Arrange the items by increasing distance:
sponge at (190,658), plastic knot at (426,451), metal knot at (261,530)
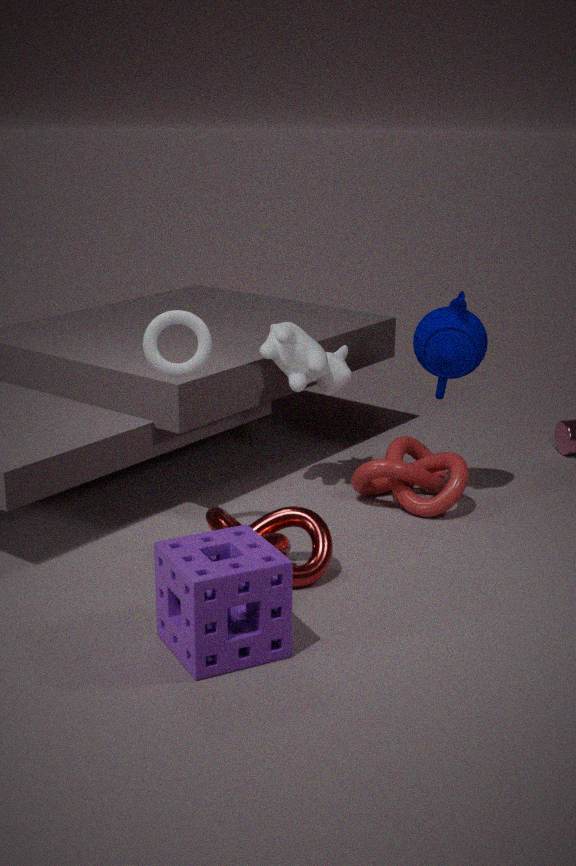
sponge at (190,658) < metal knot at (261,530) < plastic knot at (426,451)
